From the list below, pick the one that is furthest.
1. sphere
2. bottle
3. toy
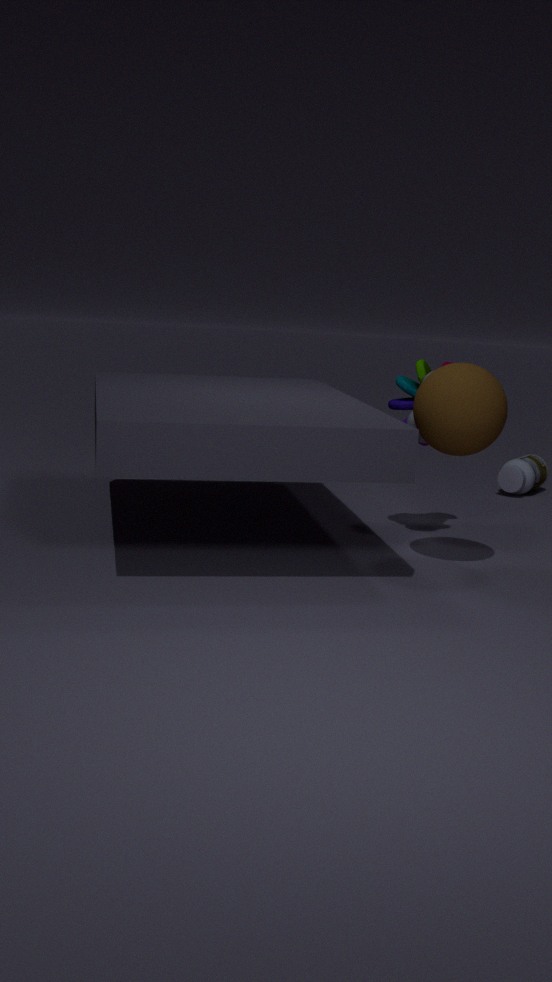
bottle
